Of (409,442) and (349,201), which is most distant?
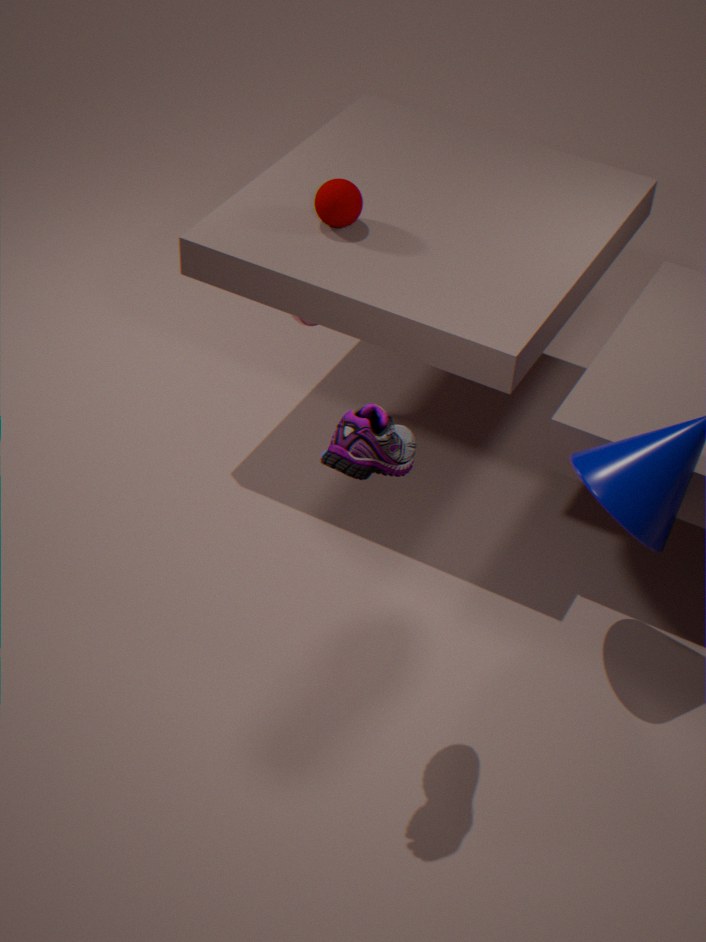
(349,201)
